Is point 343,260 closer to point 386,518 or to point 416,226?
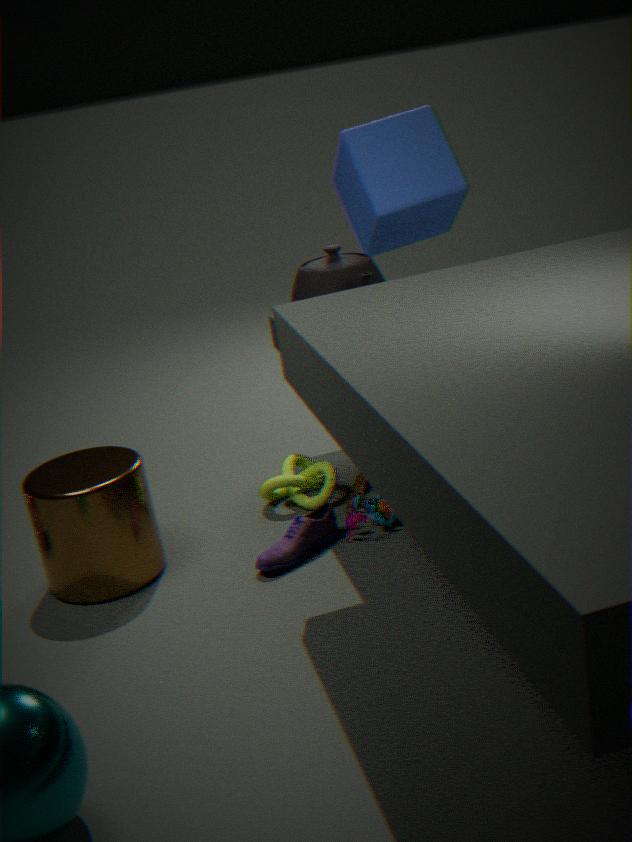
point 416,226
